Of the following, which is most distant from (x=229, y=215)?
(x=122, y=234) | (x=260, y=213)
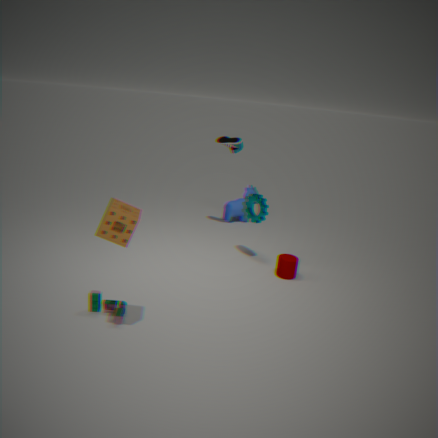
(x=122, y=234)
